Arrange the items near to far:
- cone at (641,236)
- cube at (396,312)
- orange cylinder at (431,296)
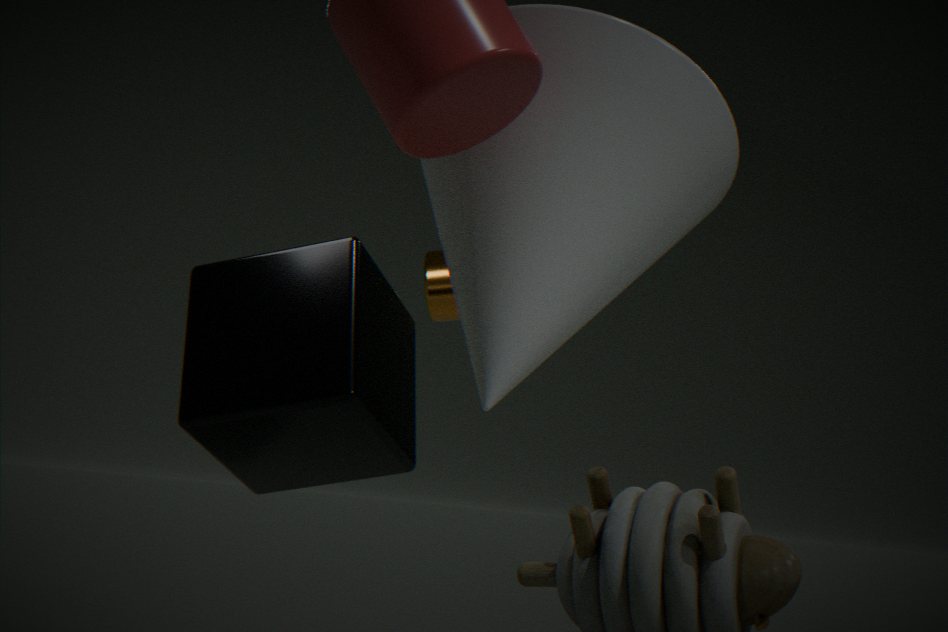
cone at (641,236), cube at (396,312), orange cylinder at (431,296)
